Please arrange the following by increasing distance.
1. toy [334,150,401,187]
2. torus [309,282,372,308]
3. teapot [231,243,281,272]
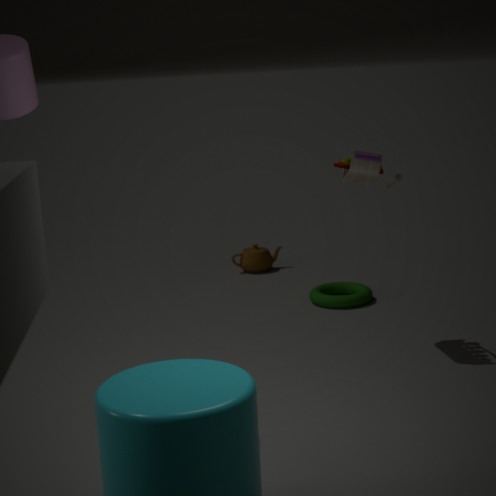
1. toy [334,150,401,187]
2. torus [309,282,372,308]
3. teapot [231,243,281,272]
